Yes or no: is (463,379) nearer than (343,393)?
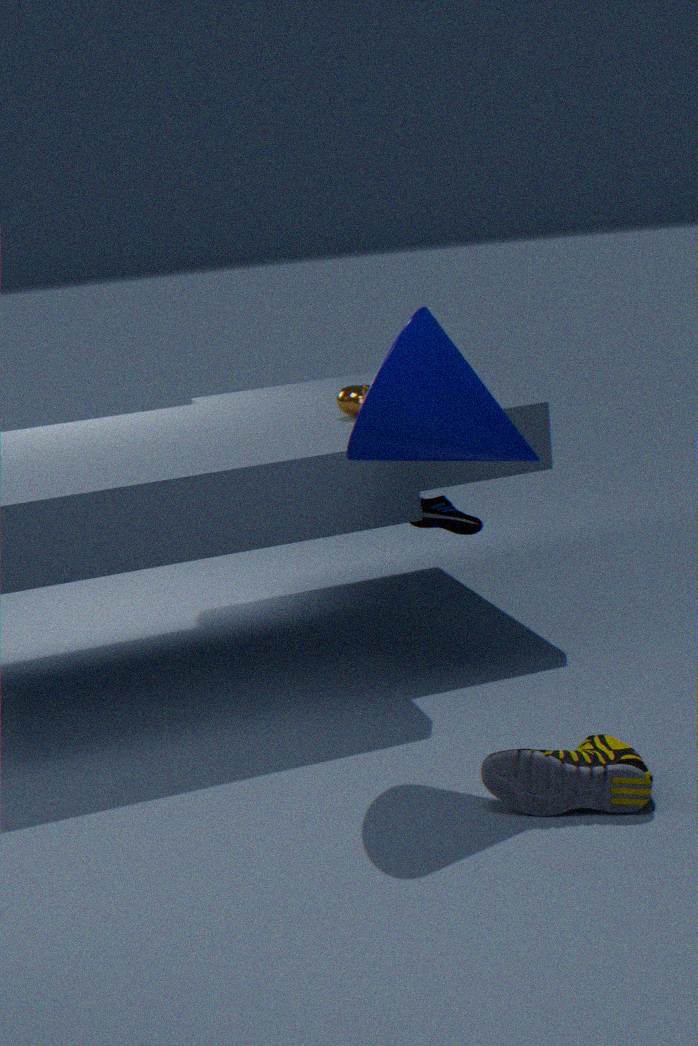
Yes
